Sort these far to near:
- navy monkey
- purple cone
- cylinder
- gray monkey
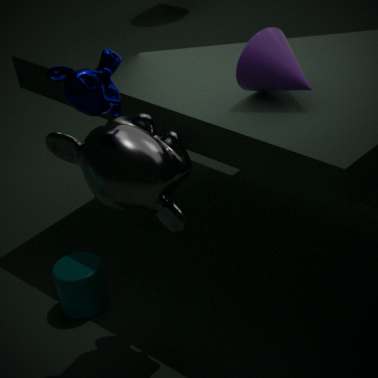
1. cylinder
2. purple cone
3. gray monkey
4. navy monkey
